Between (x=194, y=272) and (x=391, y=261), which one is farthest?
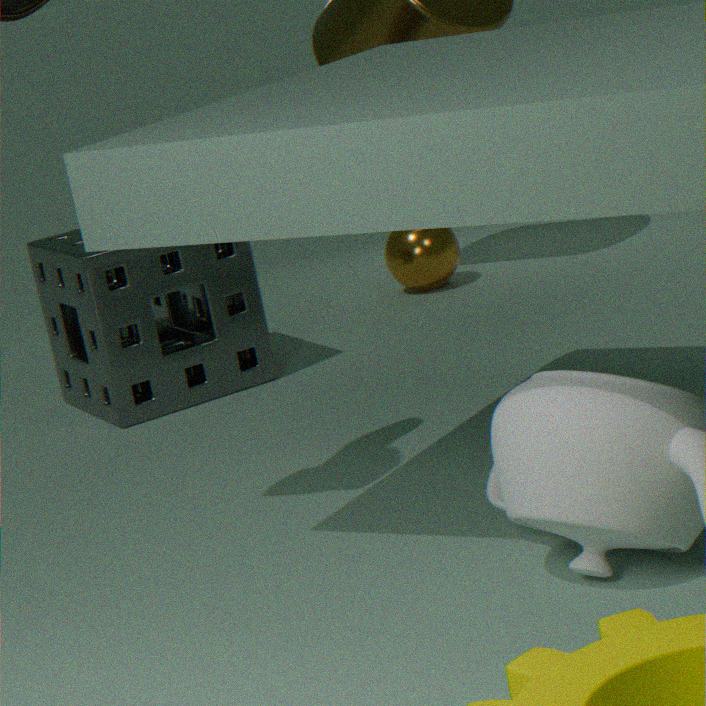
(x=391, y=261)
